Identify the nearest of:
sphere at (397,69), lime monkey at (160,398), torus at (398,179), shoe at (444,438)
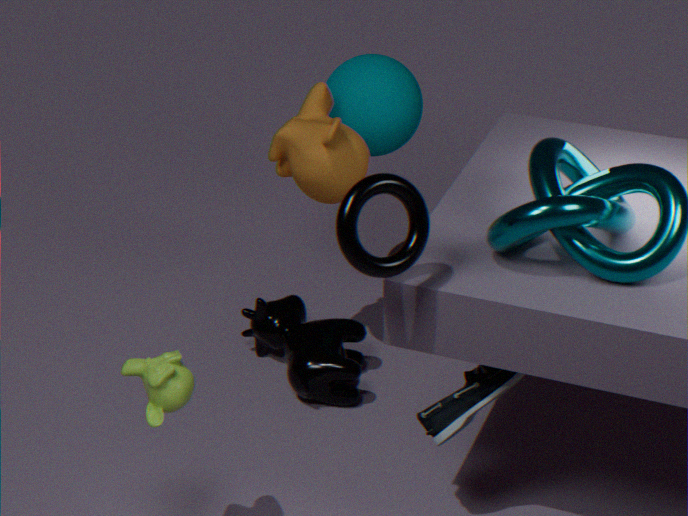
torus at (398,179)
